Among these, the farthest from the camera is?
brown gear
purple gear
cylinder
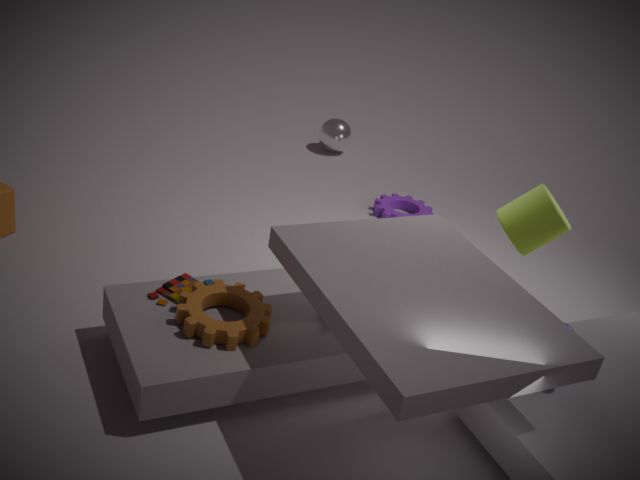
purple gear
